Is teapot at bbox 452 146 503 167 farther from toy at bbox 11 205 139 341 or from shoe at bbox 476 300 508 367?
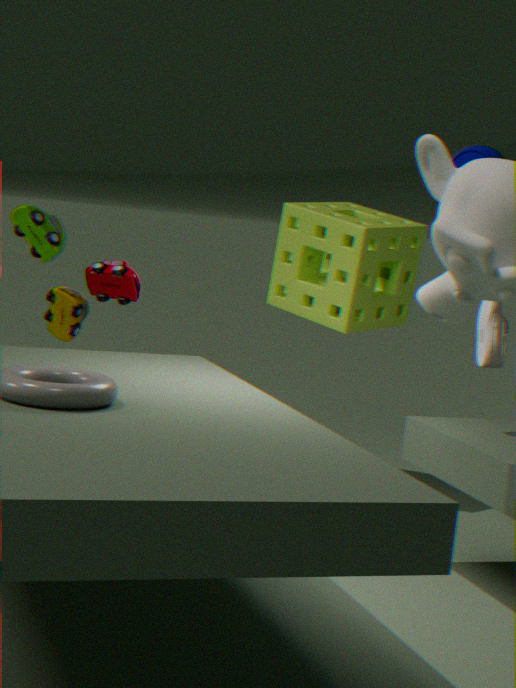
toy at bbox 11 205 139 341
